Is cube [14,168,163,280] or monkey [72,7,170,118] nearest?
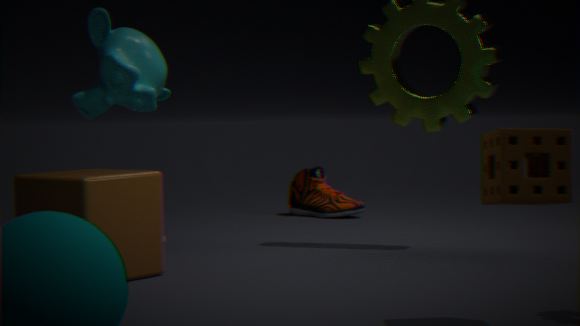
cube [14,168,163,280]
